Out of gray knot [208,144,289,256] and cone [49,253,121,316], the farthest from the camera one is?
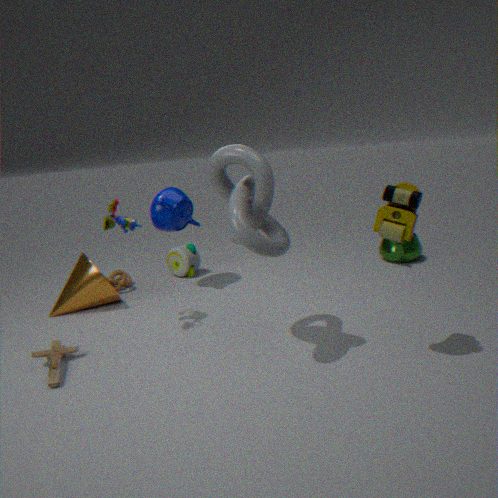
cone [49,253,121,316]
